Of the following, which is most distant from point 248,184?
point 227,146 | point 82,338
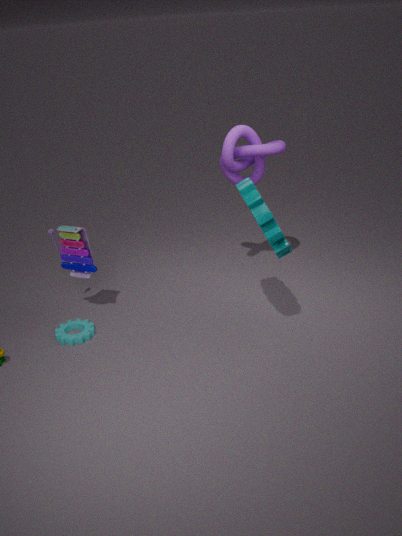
point 82,338
